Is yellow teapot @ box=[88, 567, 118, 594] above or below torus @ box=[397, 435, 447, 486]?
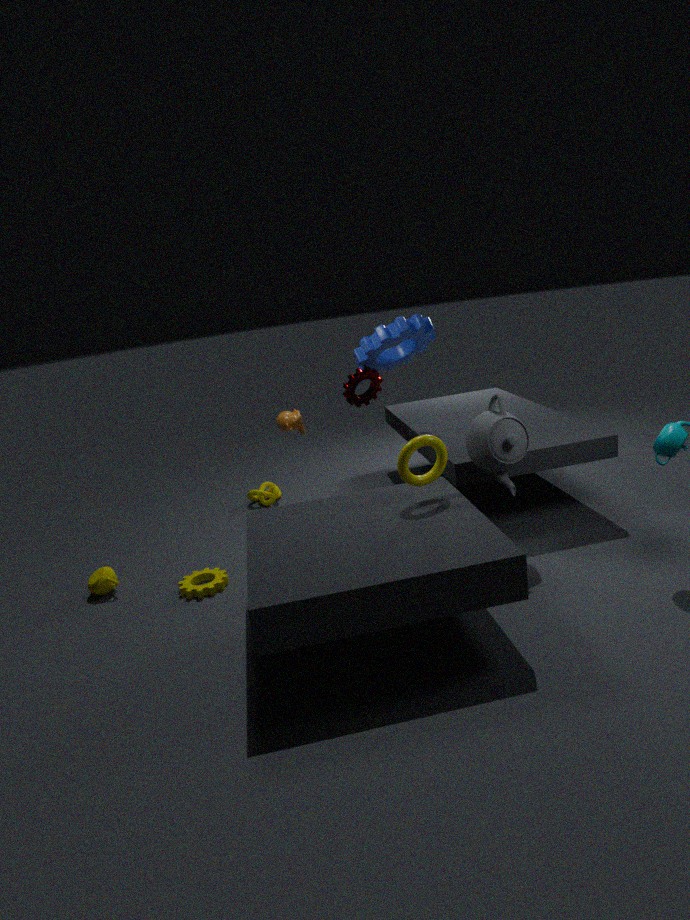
below
